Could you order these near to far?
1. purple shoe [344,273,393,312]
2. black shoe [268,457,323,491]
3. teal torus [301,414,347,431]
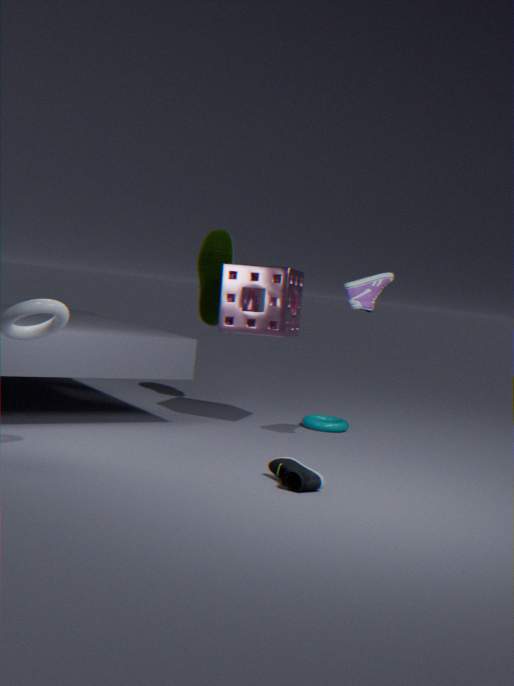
1. black shoe [268,457,323,491]
2. purple shoe [344,273,393,312]
3. teal torus [301,414,347,431]
